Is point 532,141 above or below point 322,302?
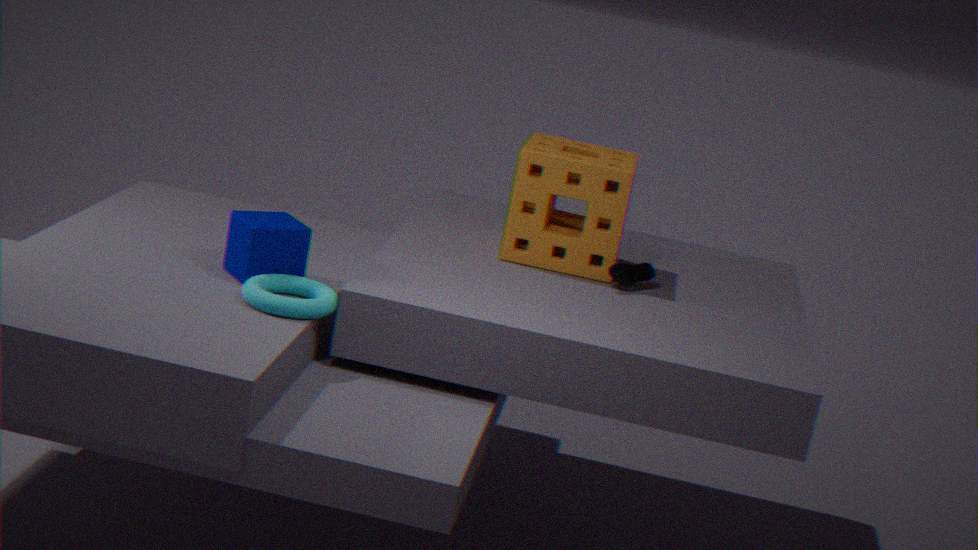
above
